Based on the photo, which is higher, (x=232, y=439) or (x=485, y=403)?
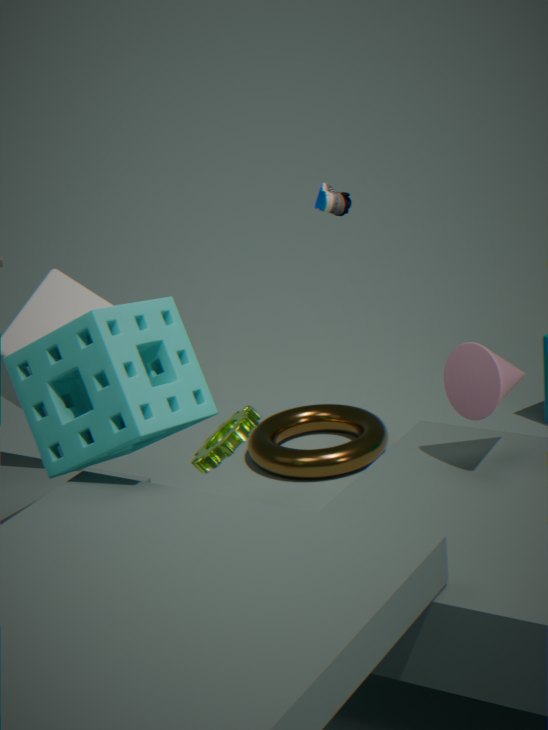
(x=485, y=403)
